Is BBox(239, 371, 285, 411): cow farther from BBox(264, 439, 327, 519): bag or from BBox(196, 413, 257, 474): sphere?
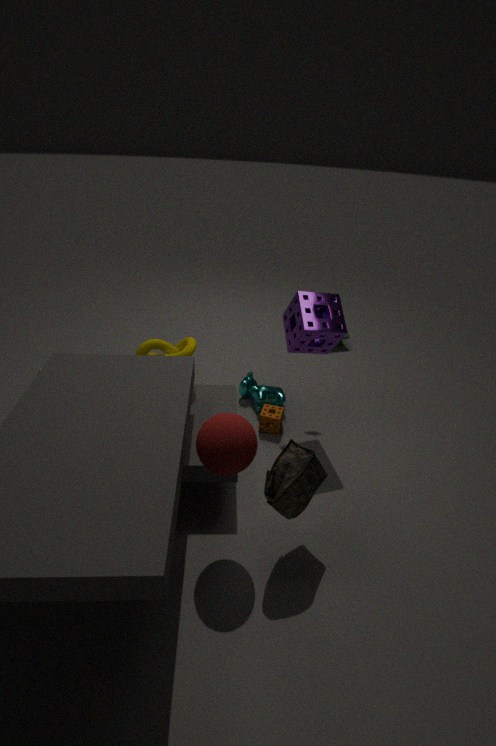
BBox(196, 413, 257, 474): sphere
